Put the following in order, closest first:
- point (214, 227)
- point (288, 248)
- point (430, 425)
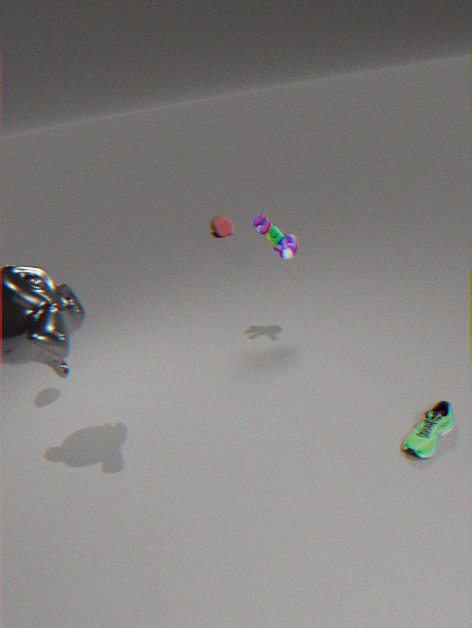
point (430, 425) → point (288, 248) → point (214, 227)
